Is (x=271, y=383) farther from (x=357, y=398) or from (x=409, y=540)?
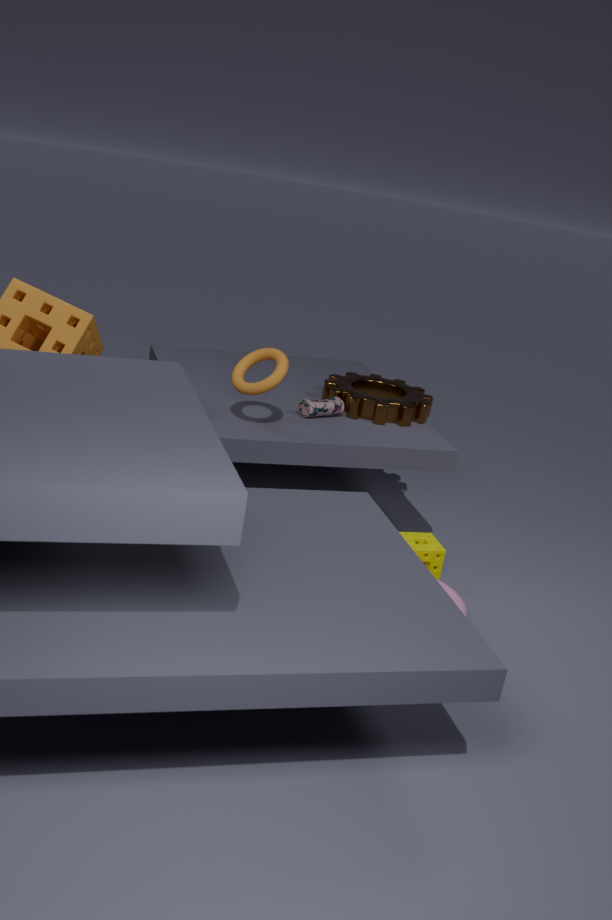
(x=409, y=540)
